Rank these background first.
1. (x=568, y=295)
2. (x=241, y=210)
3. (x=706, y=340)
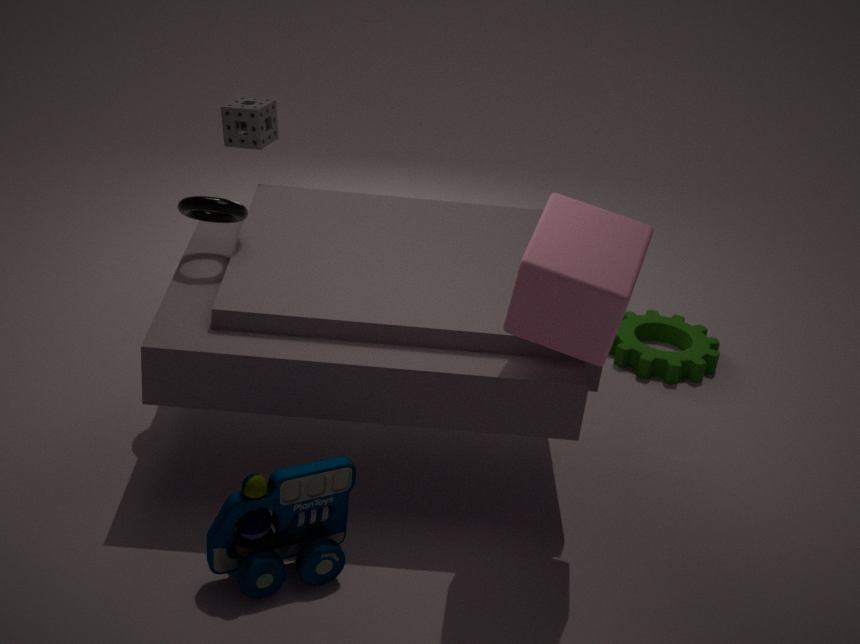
(x=706, y=340)
(x=241, y=210)
(x=568, y=295)
